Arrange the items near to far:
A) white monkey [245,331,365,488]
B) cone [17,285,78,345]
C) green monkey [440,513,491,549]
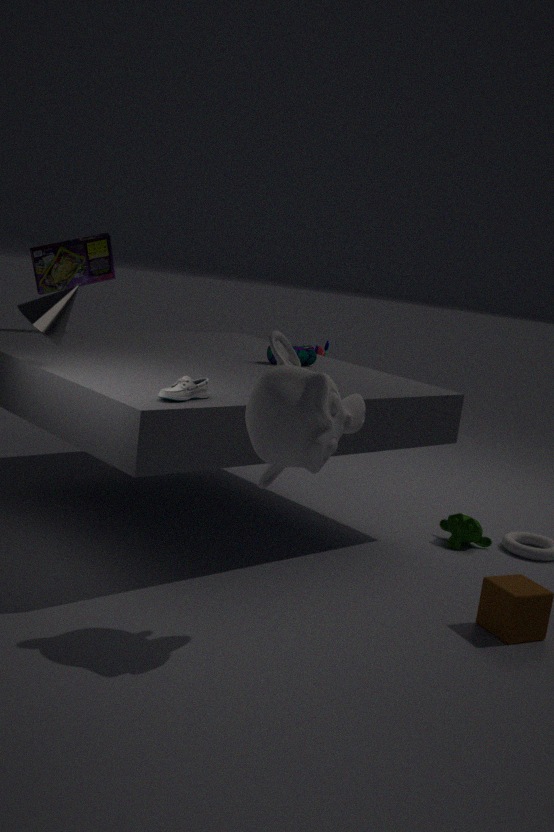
white monkey [245,331,365,488] < cone [17,285,78,345] < green monkey [440,513,491,549]
